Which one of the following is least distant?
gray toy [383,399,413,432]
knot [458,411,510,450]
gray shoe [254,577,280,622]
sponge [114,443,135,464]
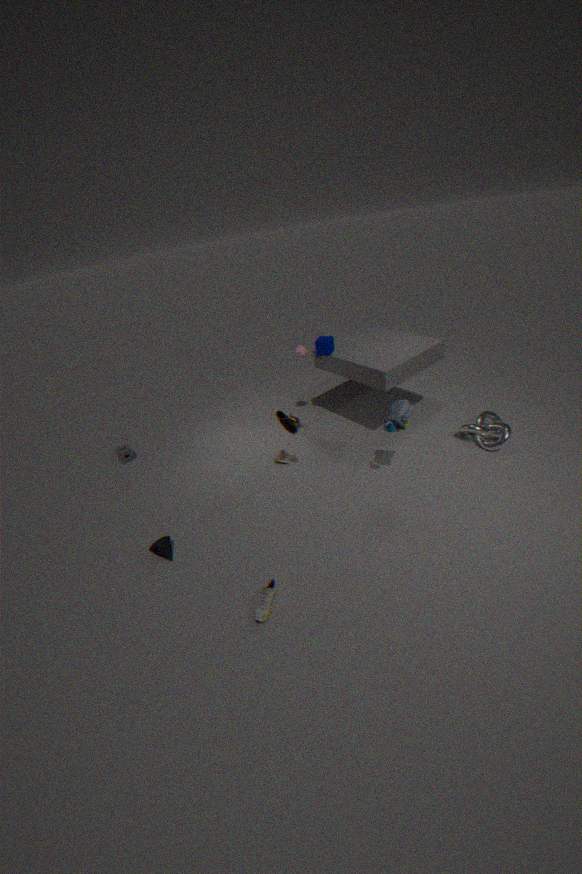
gray shoe [254,577,280,622]
